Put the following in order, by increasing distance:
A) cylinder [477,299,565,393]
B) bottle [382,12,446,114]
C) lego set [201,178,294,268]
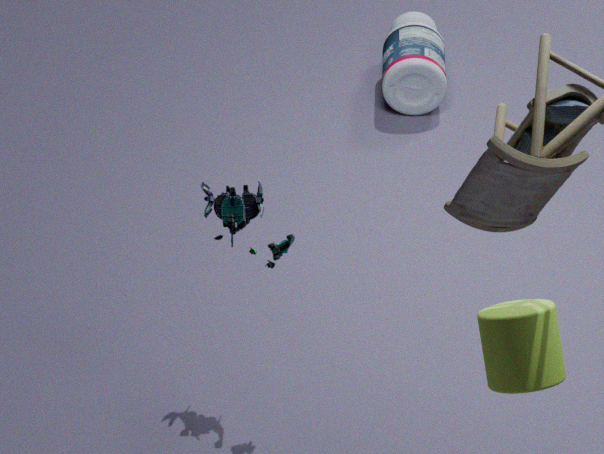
cylinder [477,299,565,393]
lego set [201,178,294,268]
bottle [382,12,446,114]
